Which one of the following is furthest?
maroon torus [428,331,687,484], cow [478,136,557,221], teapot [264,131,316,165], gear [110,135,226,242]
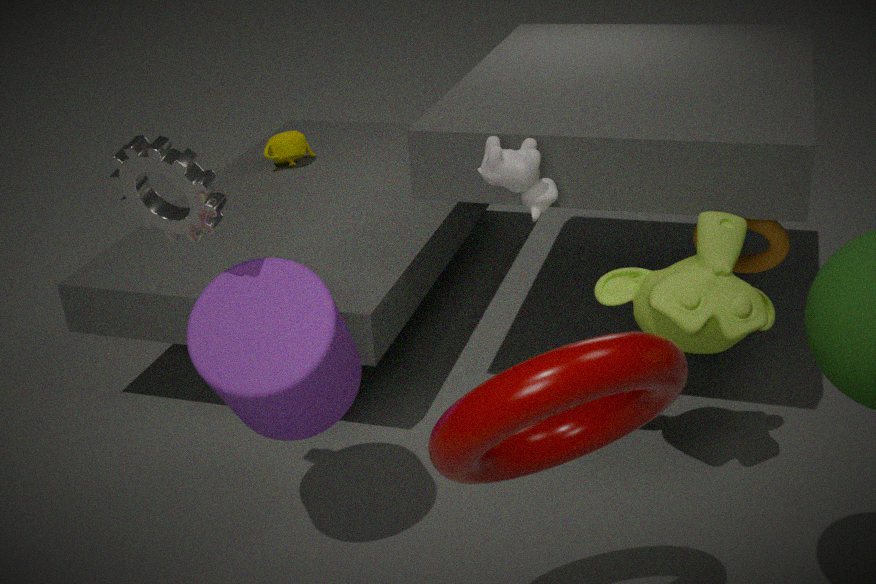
teapot [264,131,316,165]
